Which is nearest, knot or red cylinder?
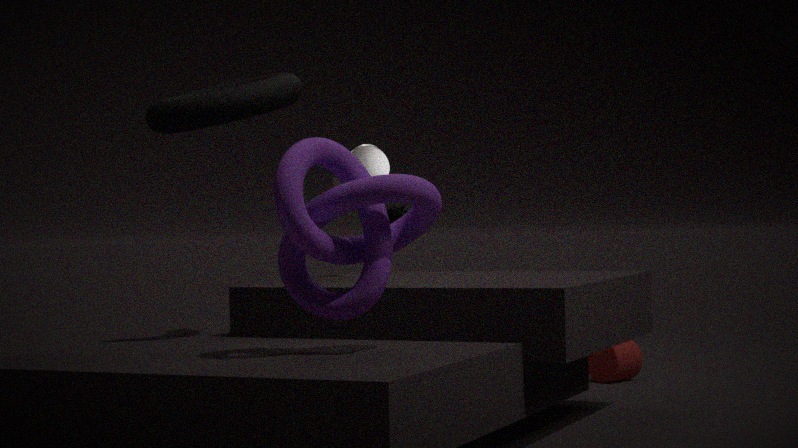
knot
